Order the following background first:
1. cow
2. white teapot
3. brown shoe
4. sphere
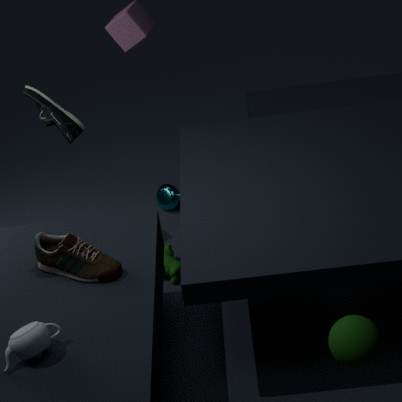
cow → brown shoe → white teapot → sphere
